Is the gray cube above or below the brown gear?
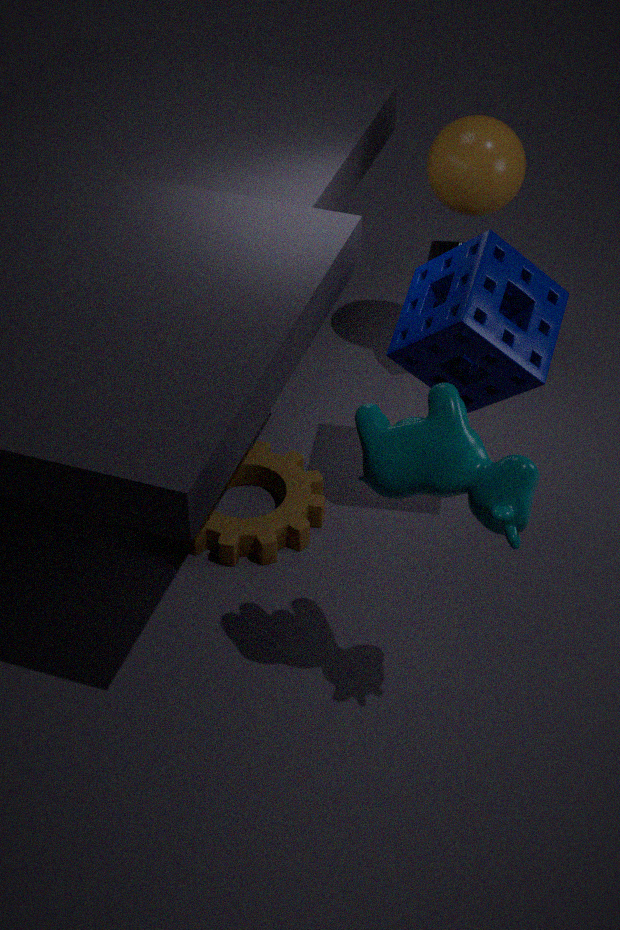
above
